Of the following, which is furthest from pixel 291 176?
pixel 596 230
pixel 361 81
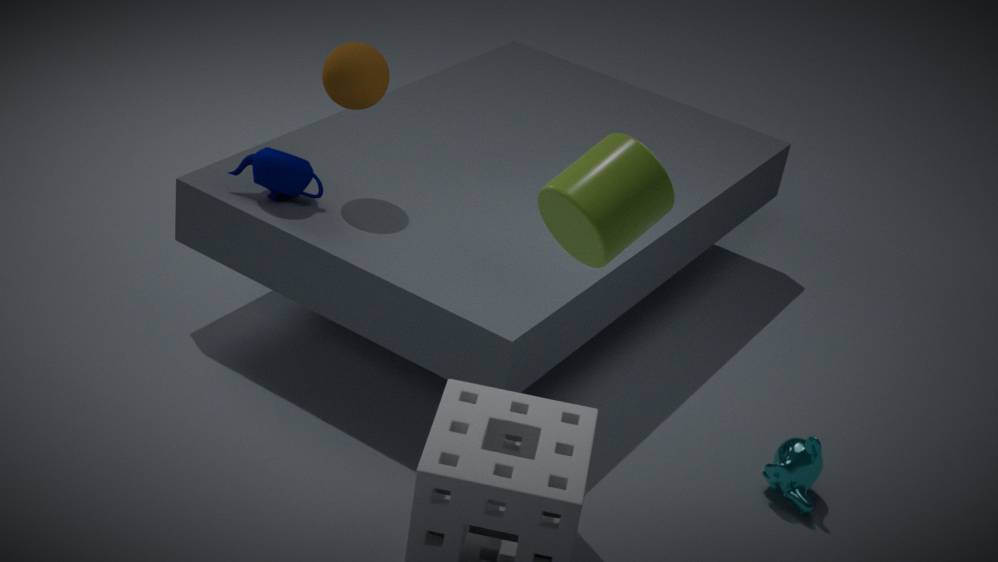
pixel 596 230
